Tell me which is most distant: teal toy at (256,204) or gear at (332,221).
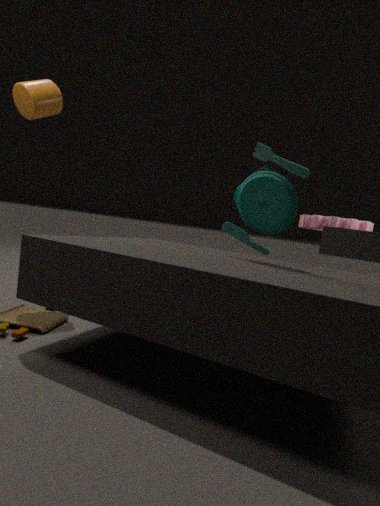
gear at (332,221)
